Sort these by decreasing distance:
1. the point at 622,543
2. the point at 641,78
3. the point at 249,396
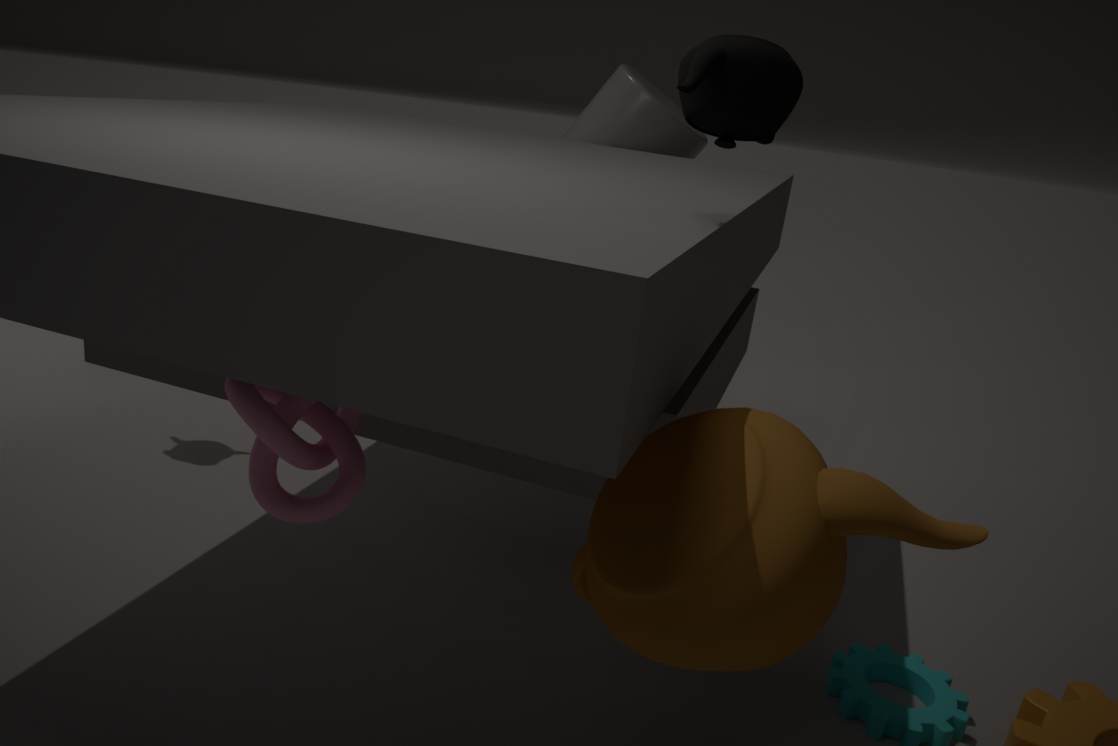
1. the point at 641,78
2. the point at 249,396
3. the point at 622,543
